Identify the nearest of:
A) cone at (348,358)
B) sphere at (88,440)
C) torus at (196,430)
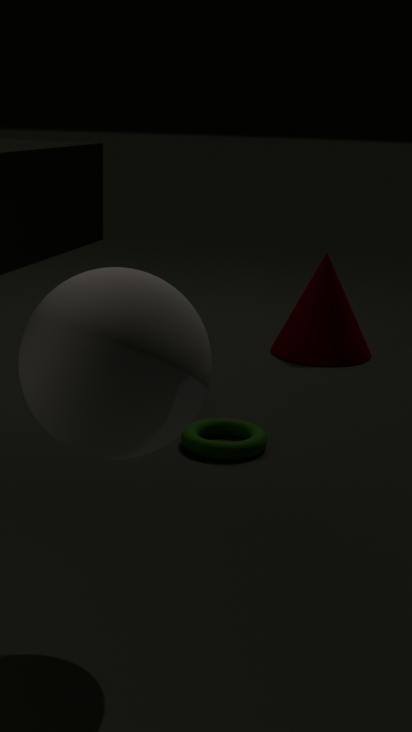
sphere at (88,440)
